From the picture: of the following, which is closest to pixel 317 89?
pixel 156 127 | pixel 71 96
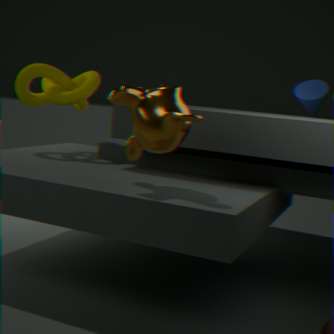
pixel 156 127
